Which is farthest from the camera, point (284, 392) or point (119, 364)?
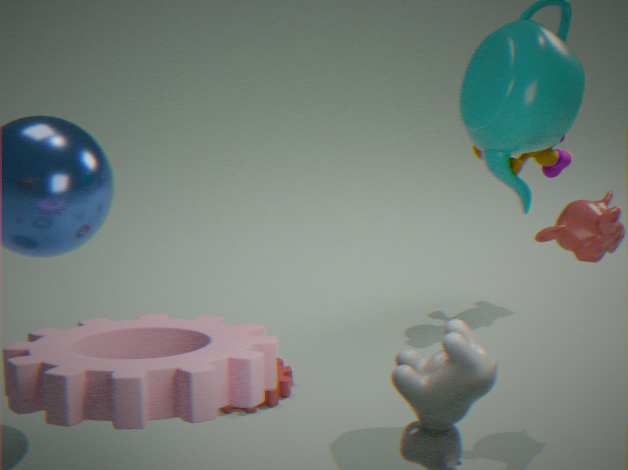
point (284, 392)
